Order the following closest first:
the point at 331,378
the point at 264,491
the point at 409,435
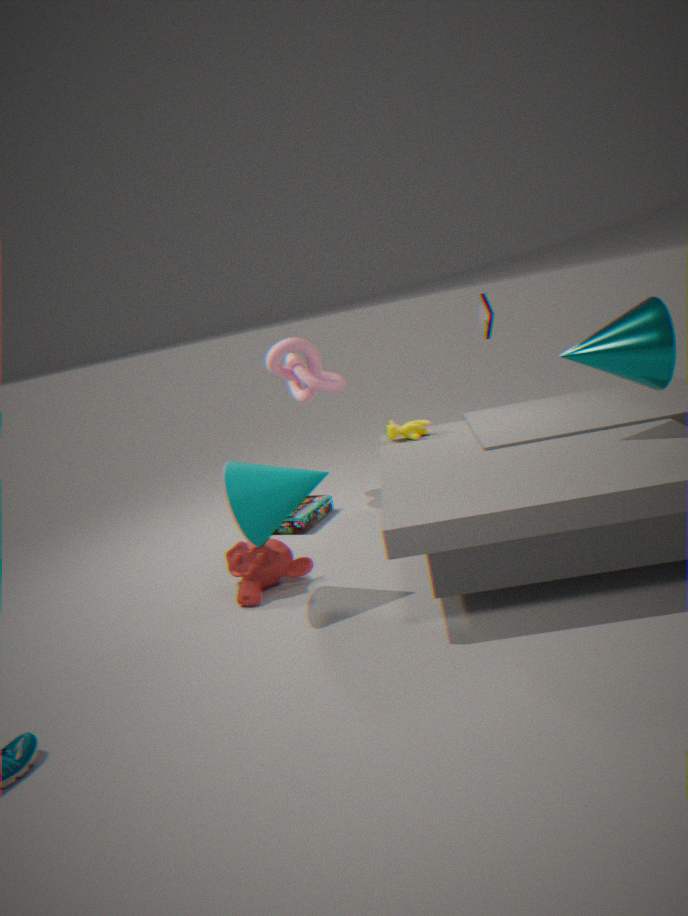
the point at 264,491, the point at 409,435, the point at 331,378
